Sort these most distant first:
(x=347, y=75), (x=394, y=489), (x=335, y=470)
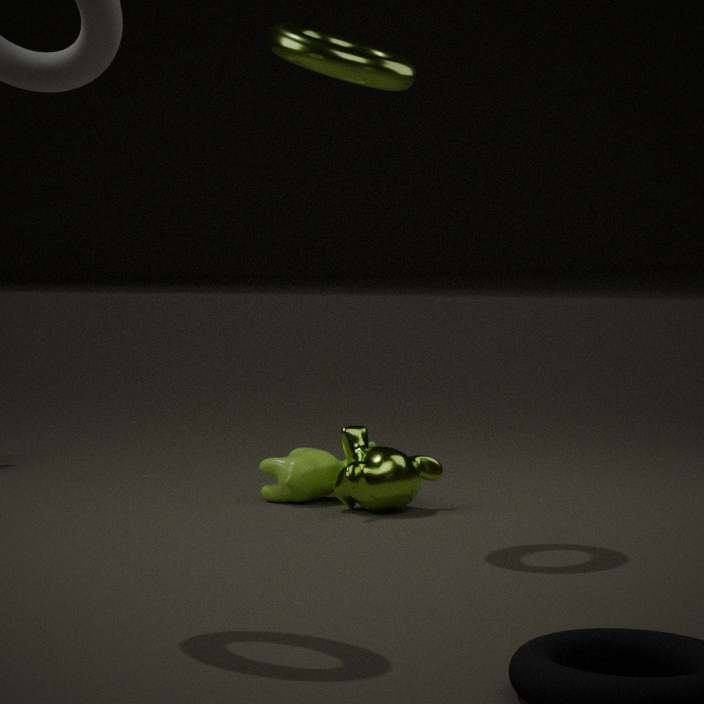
(x=335, y=470), (x=394, y=489), (x=347, y=75)
